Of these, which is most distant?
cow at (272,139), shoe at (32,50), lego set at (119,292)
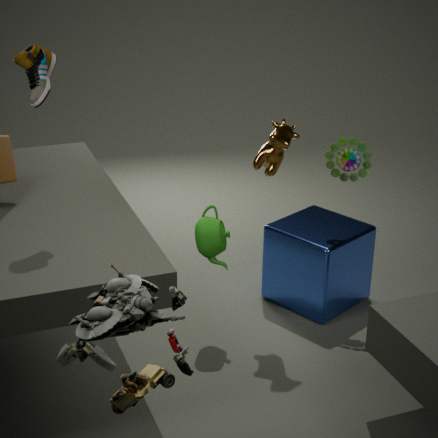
cow at (272,139)
